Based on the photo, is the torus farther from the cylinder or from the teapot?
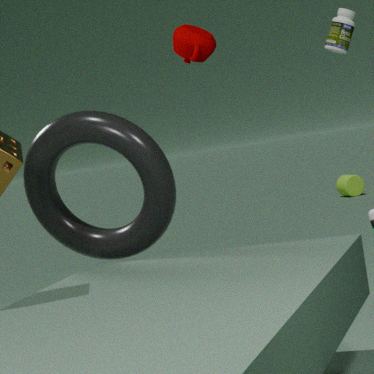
the cylinder
